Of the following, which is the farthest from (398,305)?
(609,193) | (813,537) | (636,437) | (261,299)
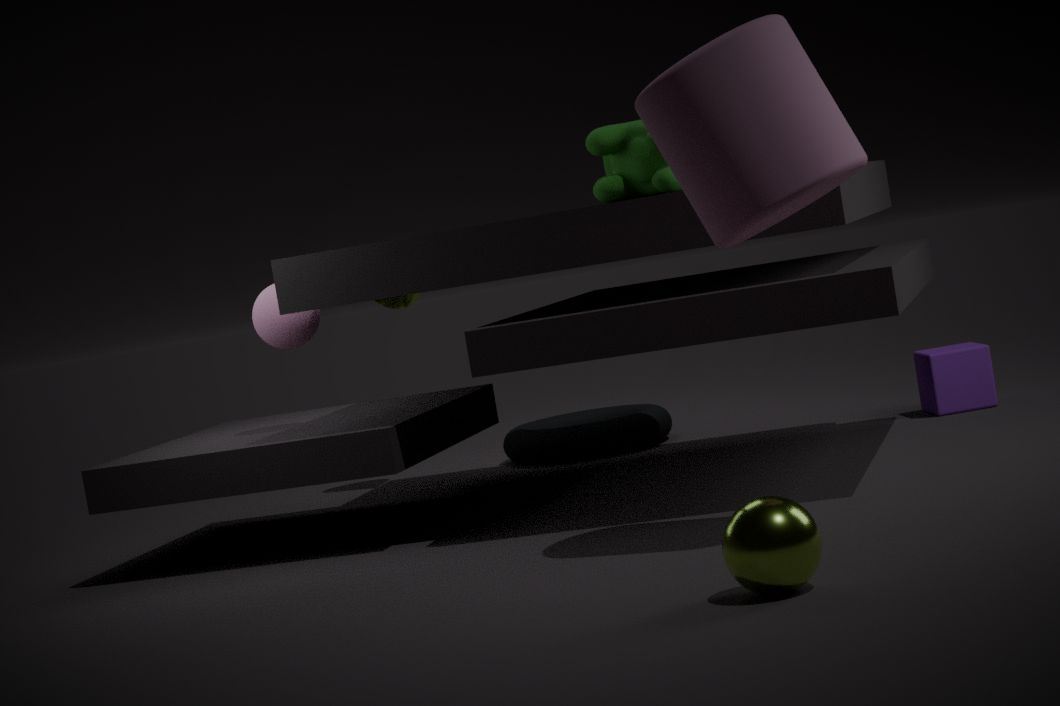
(813,537)
